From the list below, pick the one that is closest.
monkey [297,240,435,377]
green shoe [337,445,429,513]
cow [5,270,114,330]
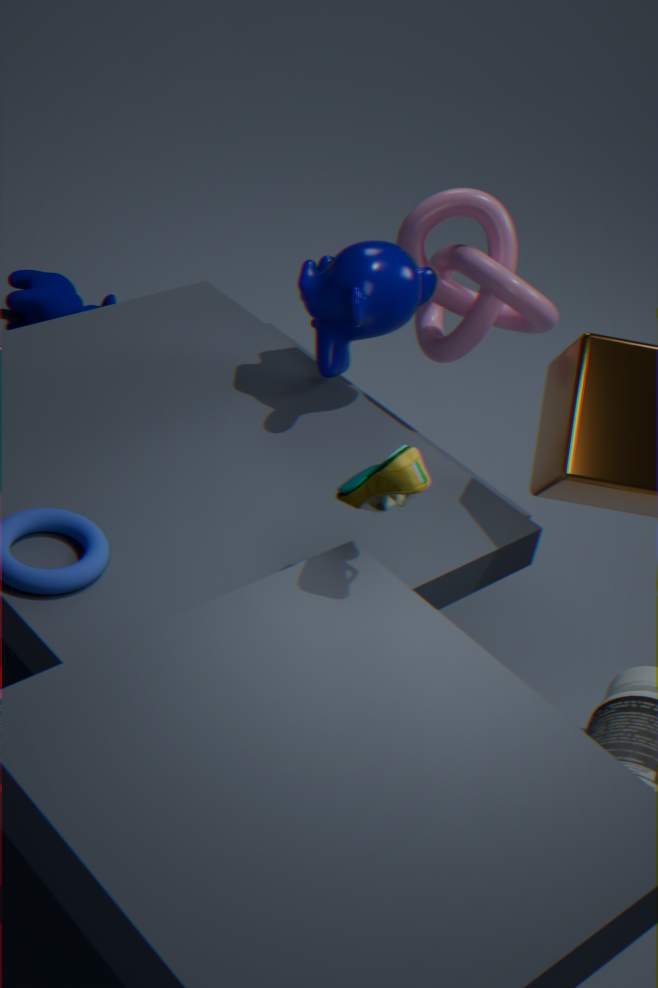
green shoe [337,445,429,513]
